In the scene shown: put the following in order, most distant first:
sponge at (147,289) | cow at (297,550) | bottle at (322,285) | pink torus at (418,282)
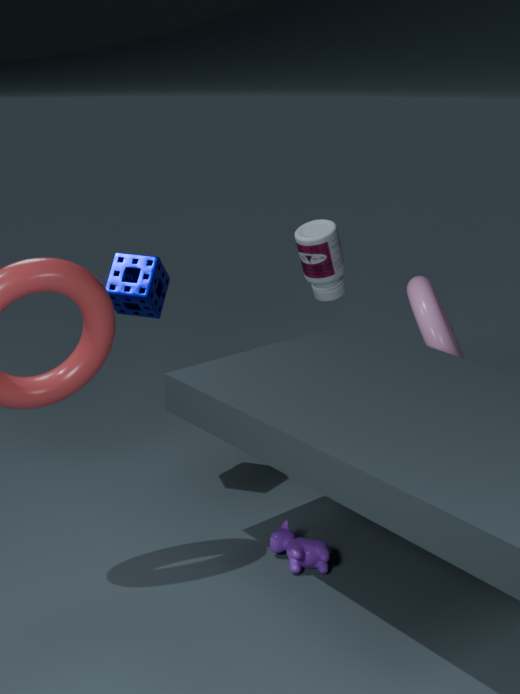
bottle at (322,285) < pink torus at (418,282) < sponge at (147,289) < cow at (297,550)
